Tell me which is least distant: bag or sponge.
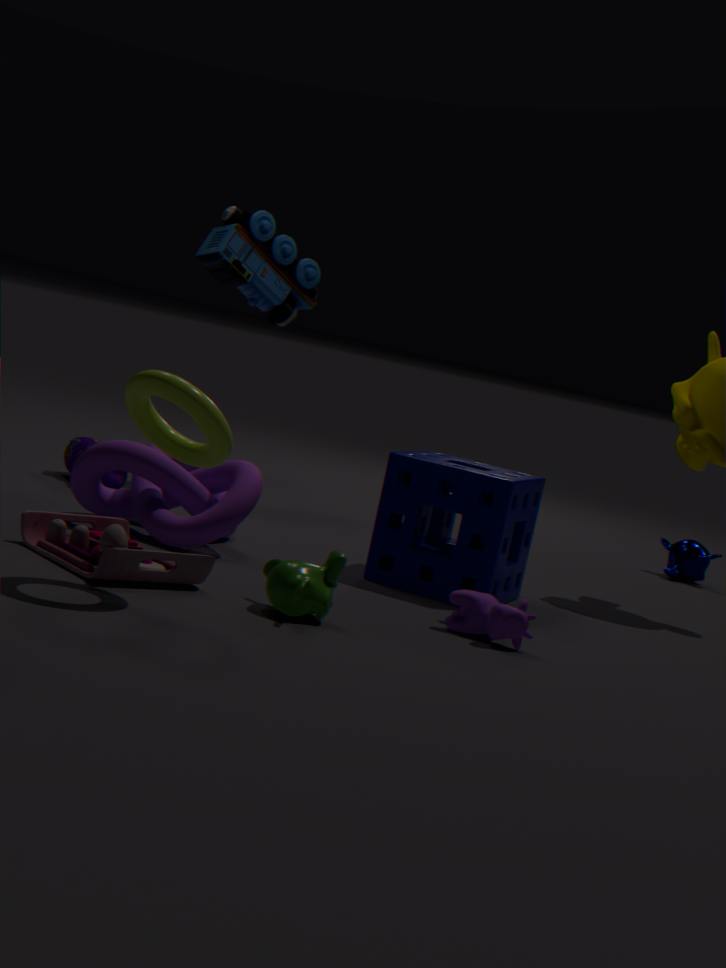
sponge
